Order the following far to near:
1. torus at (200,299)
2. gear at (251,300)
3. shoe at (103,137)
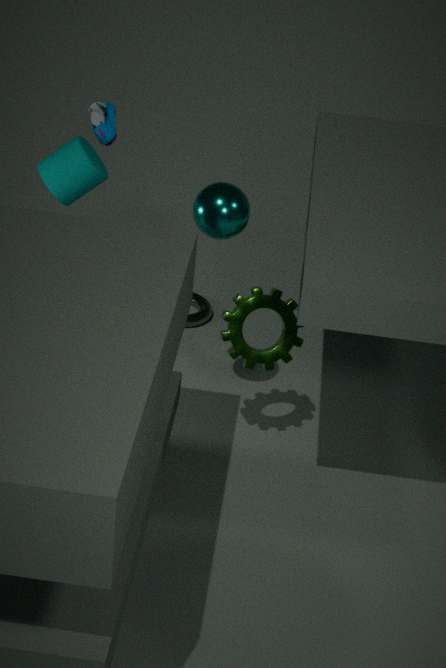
1. torus at (200,299)
2. shoe at (103,137)
3. gear at (251,300)
